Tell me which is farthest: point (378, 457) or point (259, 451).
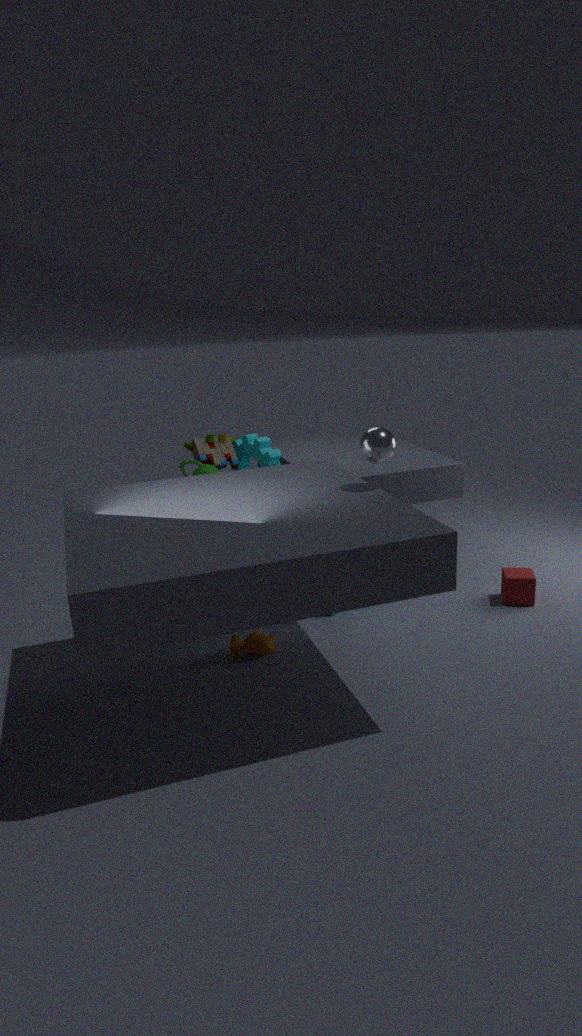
point (259, 451)
